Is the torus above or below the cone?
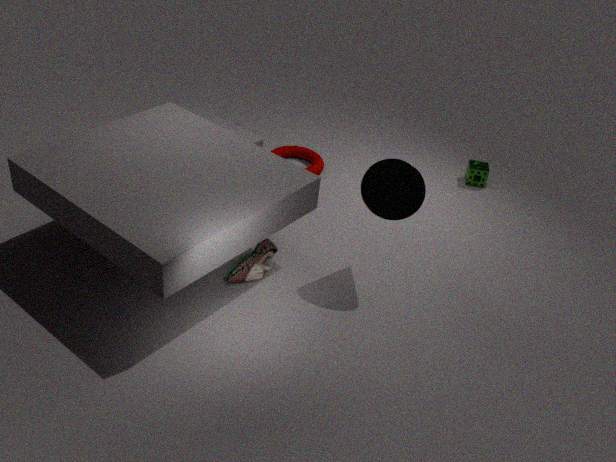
below
